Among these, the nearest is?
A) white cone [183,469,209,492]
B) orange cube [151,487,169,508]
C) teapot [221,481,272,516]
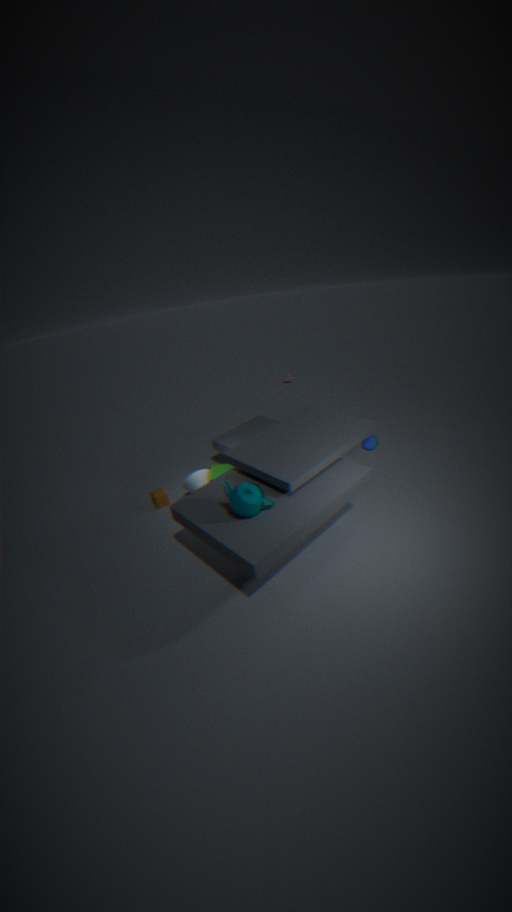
teapot [221,481,272,516]
